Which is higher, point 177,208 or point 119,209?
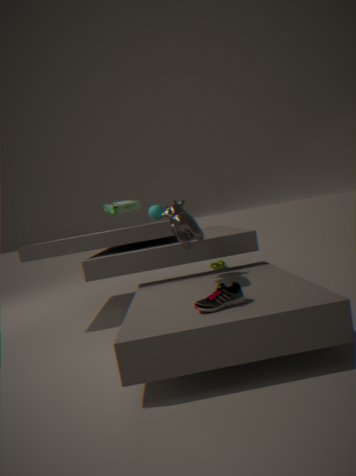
point 119,209
